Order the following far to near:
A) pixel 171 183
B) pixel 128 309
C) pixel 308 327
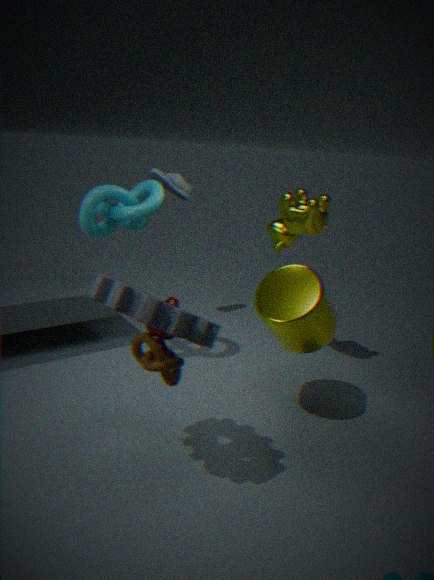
pixel 171 183
pixel 308 327
pixel 128 309
